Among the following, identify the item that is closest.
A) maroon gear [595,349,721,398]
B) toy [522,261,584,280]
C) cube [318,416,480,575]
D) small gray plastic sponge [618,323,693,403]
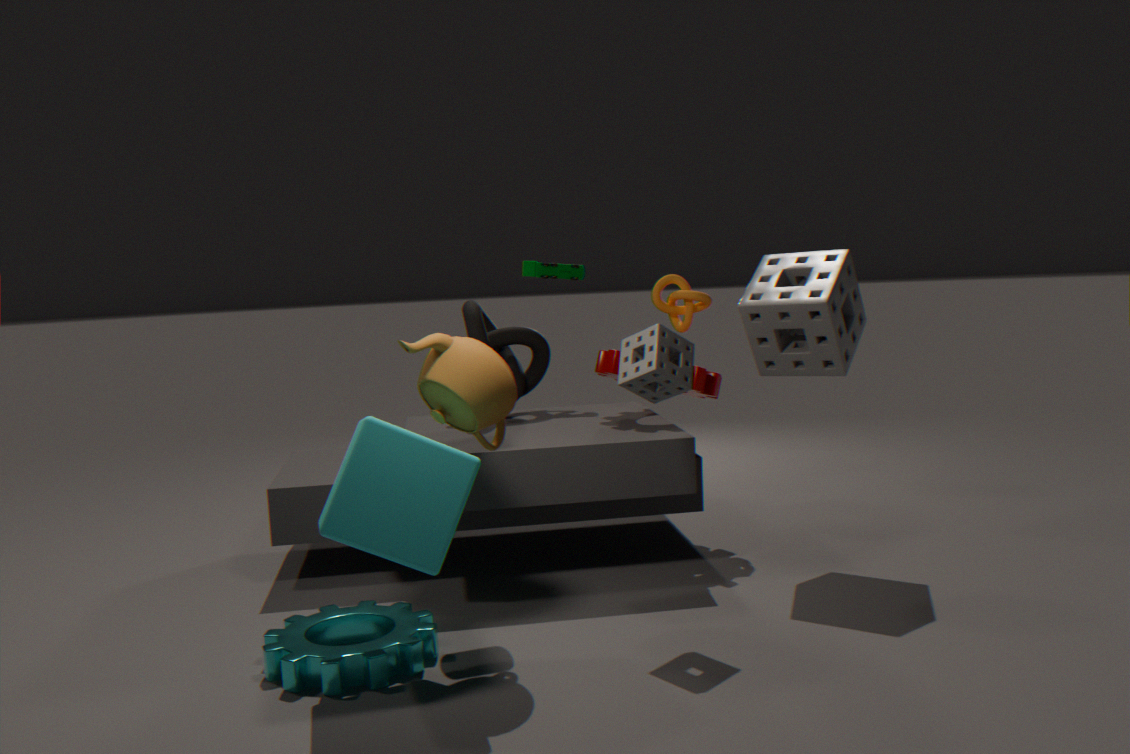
cube [318,416,480,575]
